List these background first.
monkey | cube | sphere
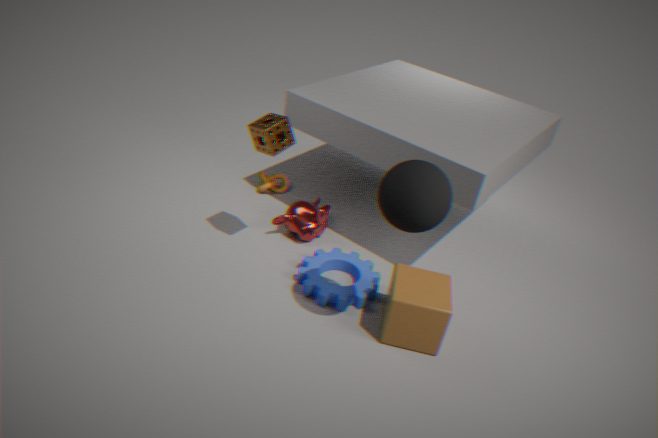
monkey, cube, sphere
